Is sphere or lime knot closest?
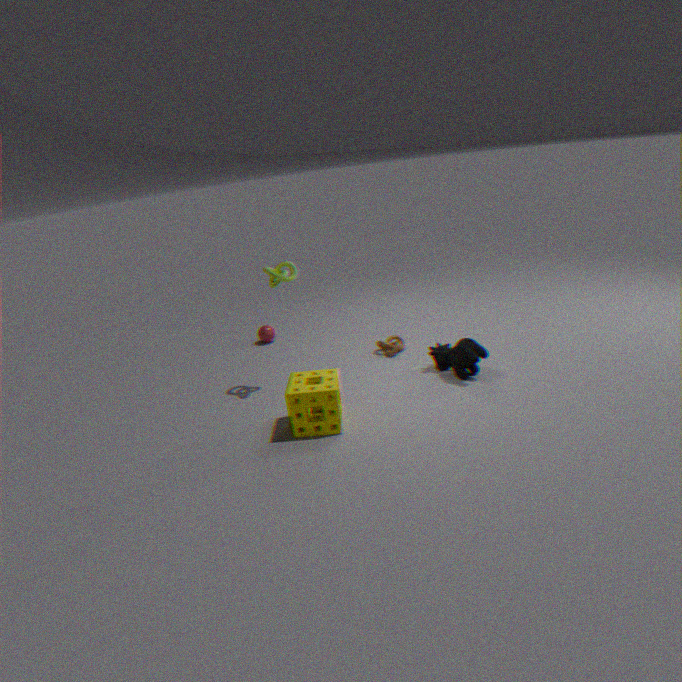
lime knot
